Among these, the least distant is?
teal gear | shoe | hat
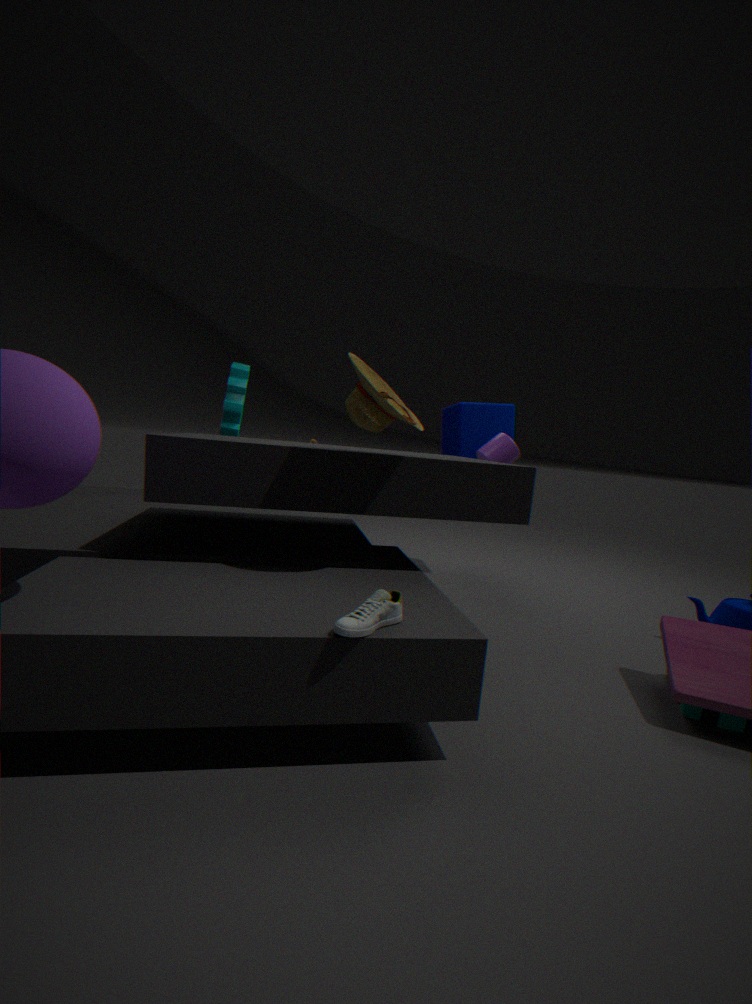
shoe
